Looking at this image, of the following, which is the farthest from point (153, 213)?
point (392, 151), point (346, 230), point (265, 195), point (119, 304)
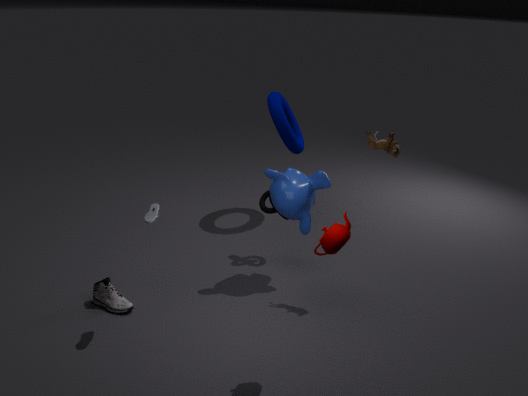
point (392, 151)
